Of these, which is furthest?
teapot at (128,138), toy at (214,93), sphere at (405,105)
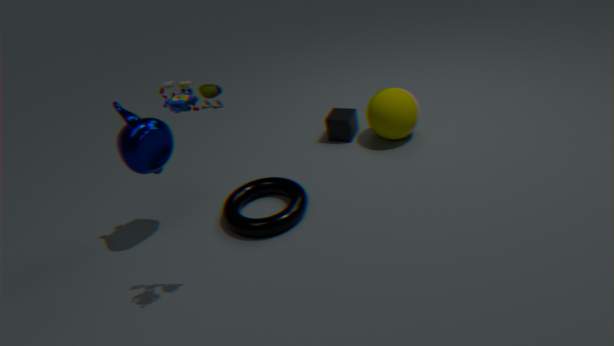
sphere at (405,105)
